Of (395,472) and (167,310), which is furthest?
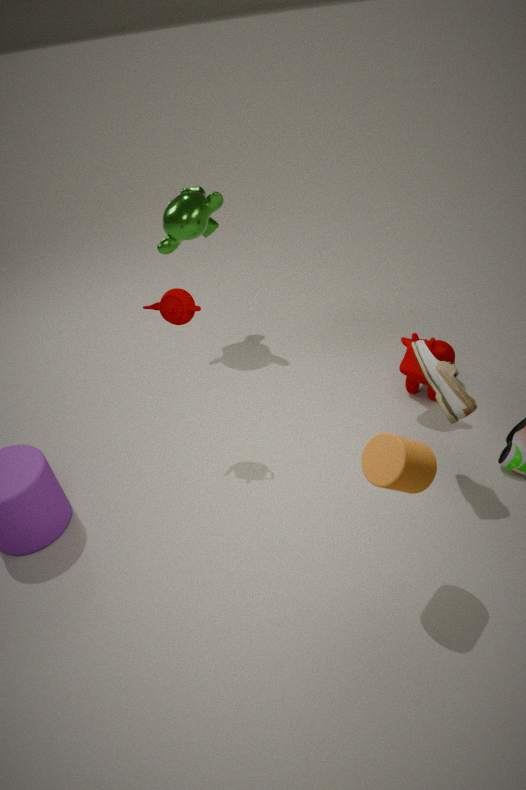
(167,310)
